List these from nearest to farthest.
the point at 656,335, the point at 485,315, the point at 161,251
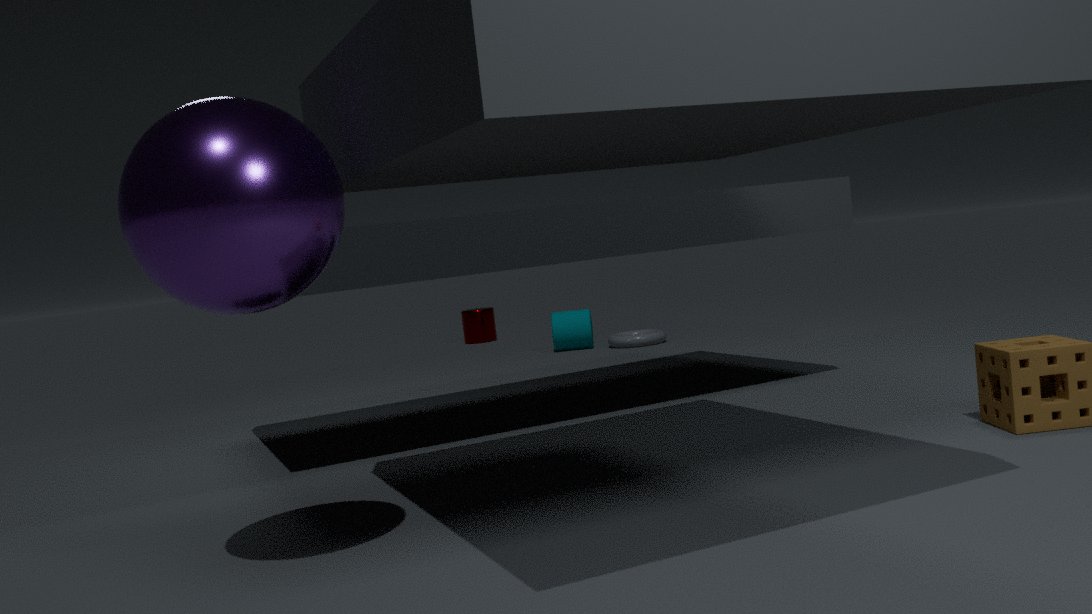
the point at 161,251 < the point at 656,335 < the point at 485,315
